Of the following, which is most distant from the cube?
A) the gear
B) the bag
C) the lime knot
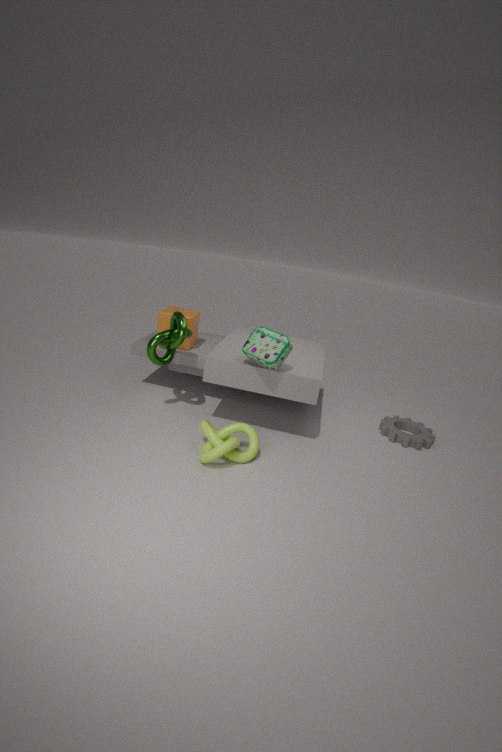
the gear
